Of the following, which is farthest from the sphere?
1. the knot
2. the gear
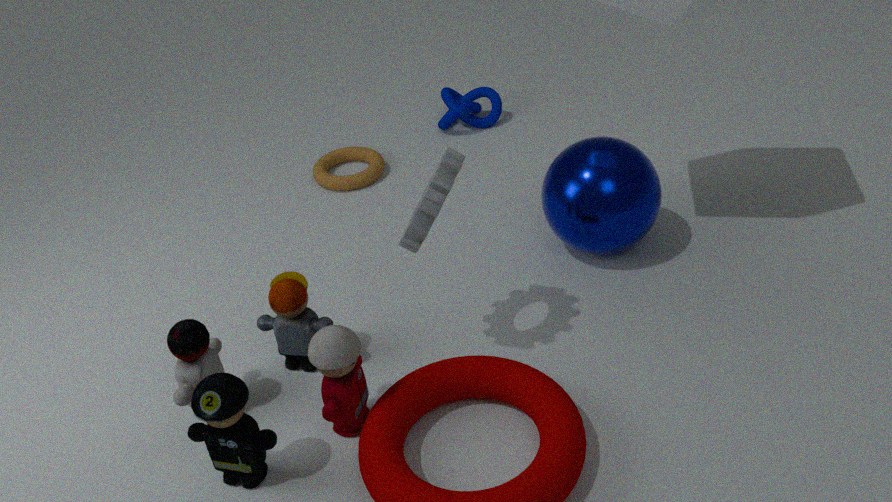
the knot
